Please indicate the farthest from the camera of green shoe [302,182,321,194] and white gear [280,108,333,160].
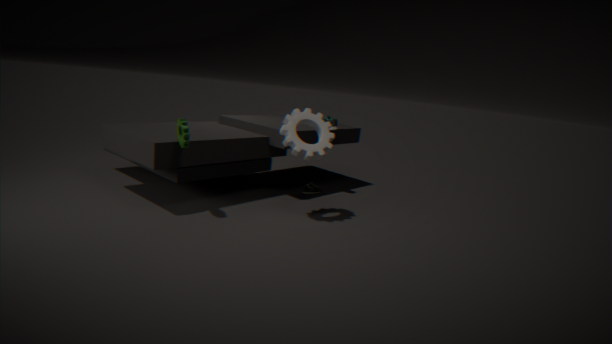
green shoe [302,182,321,194]
